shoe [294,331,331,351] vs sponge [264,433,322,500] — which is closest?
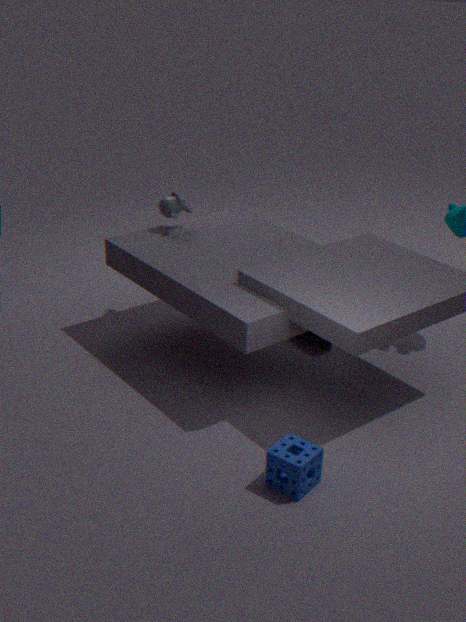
sponge [264,433,322,500]
